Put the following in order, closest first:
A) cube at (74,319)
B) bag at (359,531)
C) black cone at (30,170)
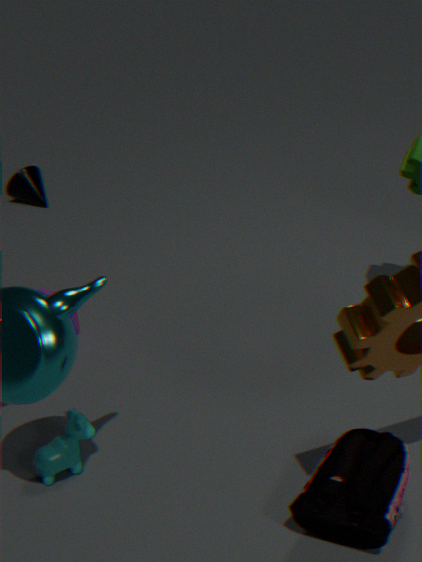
bag at (359,531)
cube at (74,319)
black cone at (30,170)
